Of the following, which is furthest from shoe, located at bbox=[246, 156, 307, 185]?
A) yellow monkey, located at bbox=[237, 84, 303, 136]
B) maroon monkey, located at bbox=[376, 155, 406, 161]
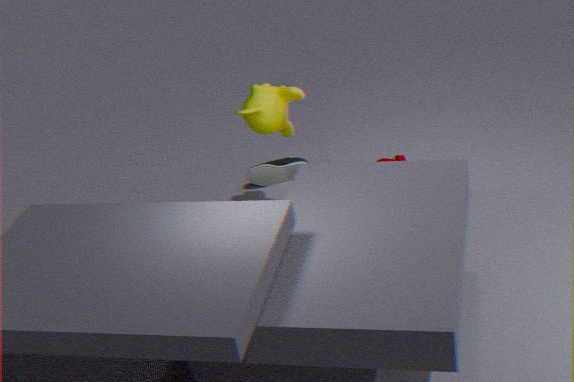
yellow monkey, located at bbox=[237, 84, 303, 136]
